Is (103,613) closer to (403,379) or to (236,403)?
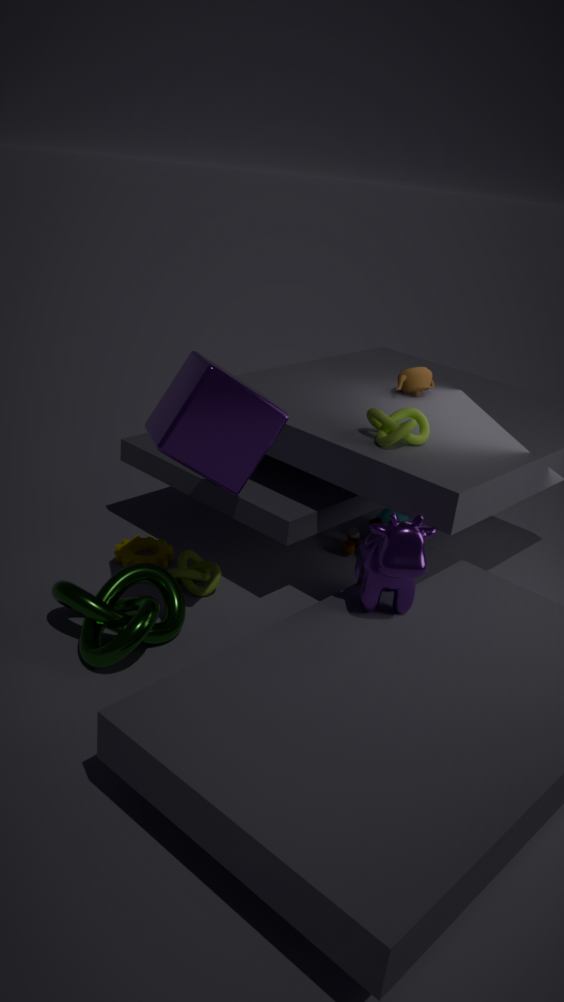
(236,403)
